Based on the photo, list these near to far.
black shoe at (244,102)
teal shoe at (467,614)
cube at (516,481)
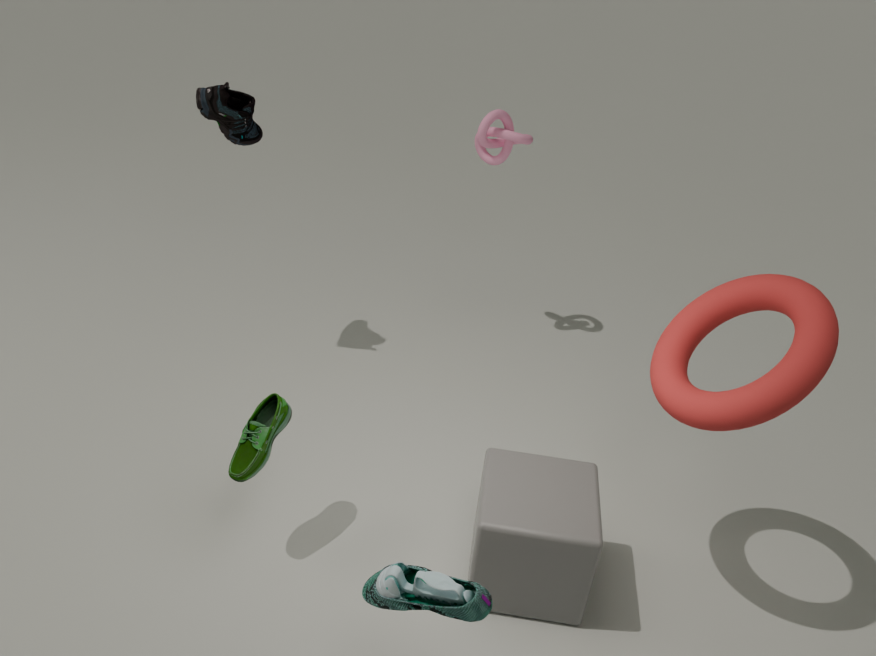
teal shoe at (467,614), cube at (516,481), black shoe at (244,102)
